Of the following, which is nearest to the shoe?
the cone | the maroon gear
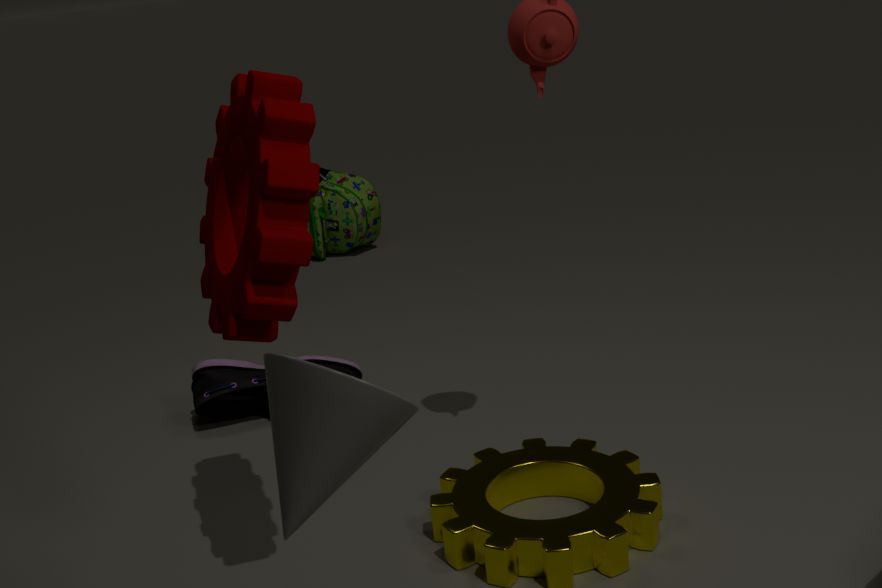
the maroon gear
